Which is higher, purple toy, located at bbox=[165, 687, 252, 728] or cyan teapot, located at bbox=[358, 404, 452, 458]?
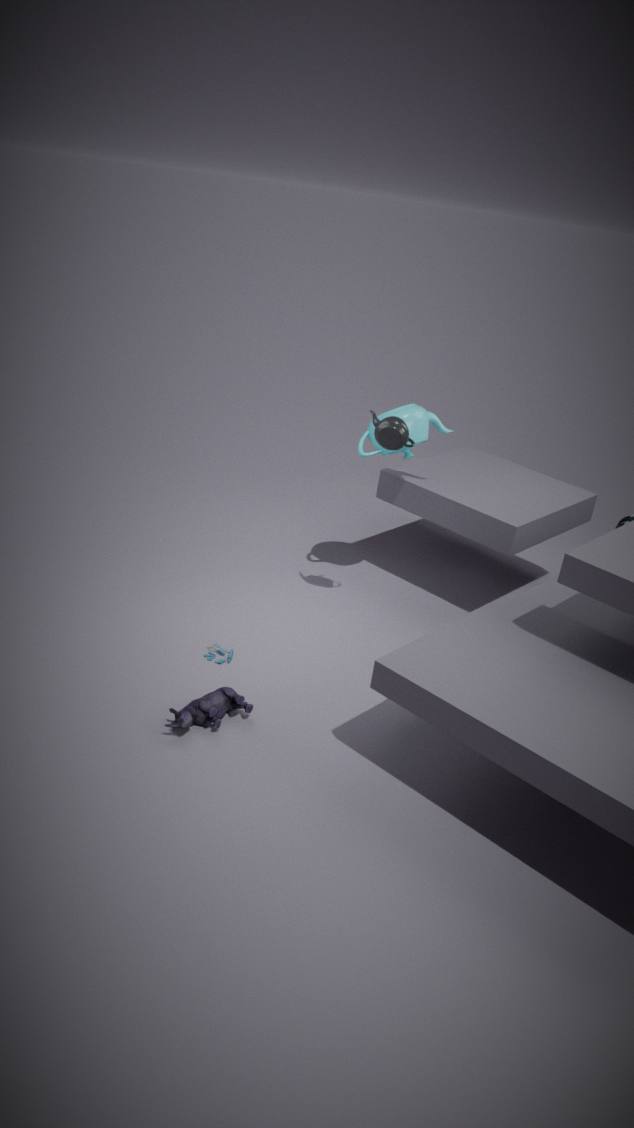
cyan teapot, located at bbox=[358, 404, 452, 458]
